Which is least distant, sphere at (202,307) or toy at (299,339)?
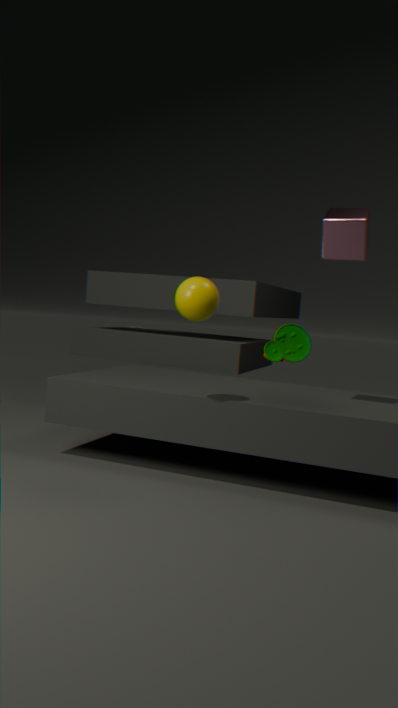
sphere at (202,307)
